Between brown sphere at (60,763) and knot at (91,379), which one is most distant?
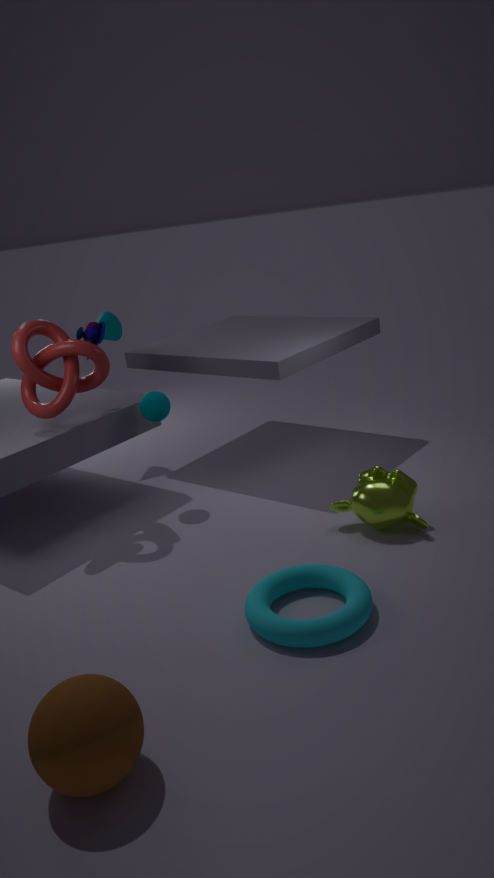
knot at (91,379)
